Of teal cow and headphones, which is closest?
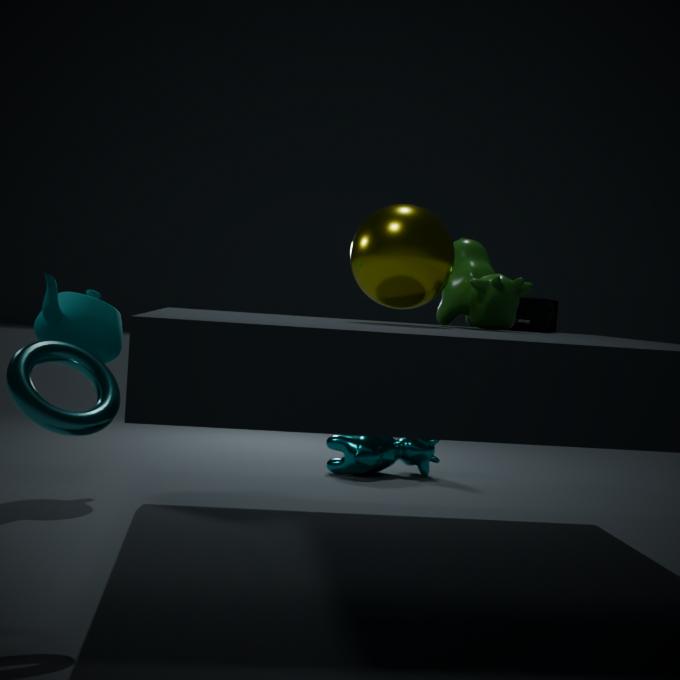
headphones
